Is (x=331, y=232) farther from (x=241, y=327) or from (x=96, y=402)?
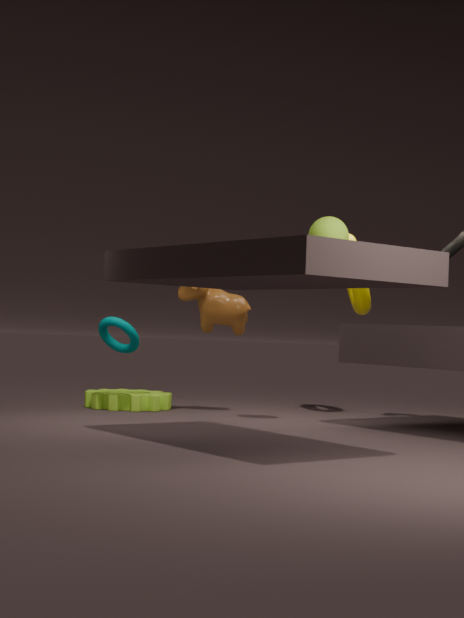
(x=96, y=402)
